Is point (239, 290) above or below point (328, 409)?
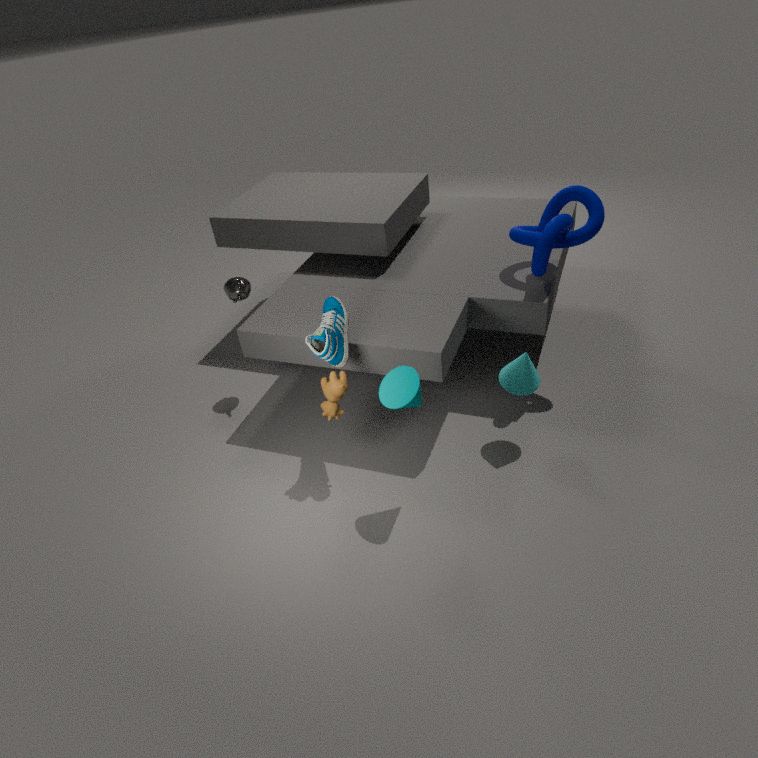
above
